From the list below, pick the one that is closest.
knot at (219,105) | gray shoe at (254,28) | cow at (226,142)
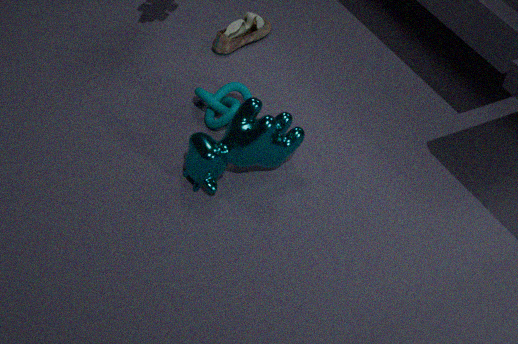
cow at (226,142)
